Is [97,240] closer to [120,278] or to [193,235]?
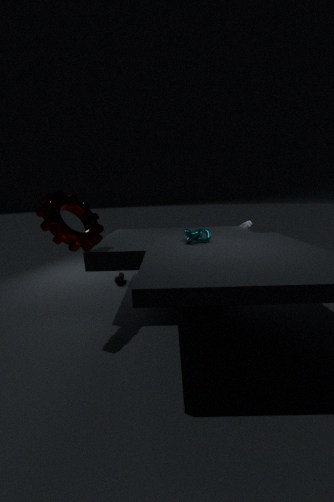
[193,235]
